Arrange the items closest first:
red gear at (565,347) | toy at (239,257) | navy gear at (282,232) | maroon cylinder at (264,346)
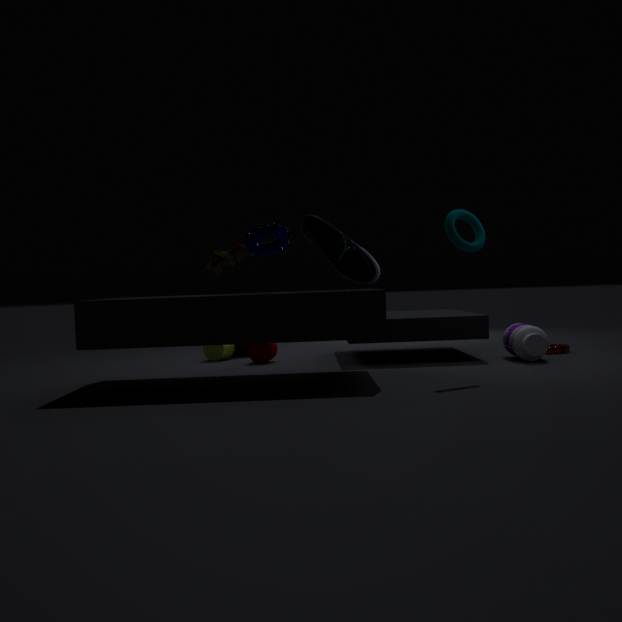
navy gear at (282,232), toy at (239,257), red gear at (565,347), maroon cylinder at (264,346)
